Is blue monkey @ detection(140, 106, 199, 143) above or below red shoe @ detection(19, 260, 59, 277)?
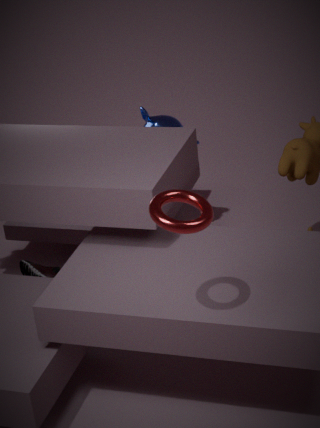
above
